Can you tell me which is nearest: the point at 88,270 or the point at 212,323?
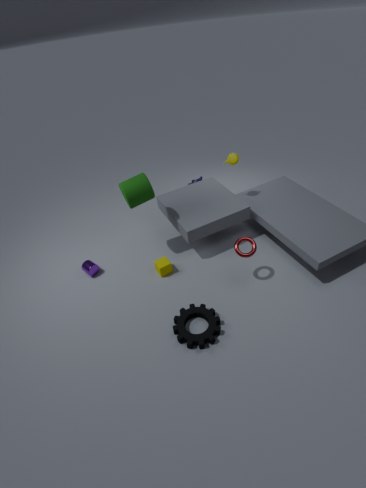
the point at 212,323
